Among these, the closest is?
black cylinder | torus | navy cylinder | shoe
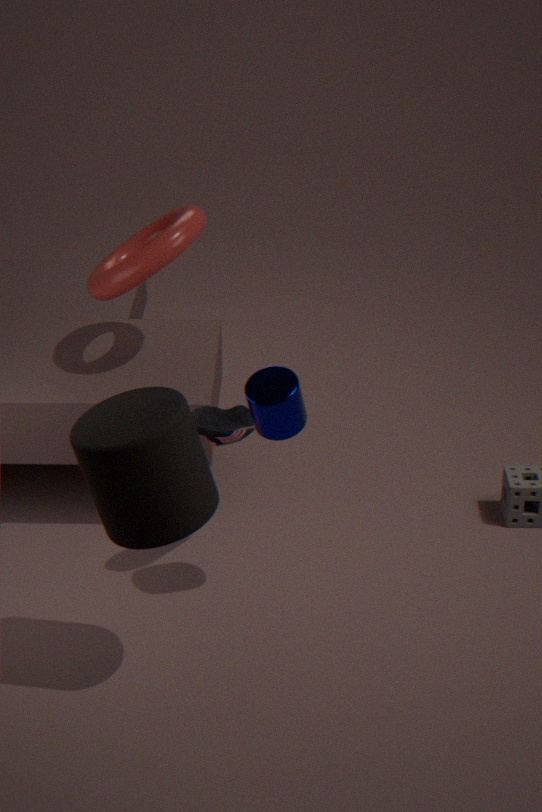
black cylinder
